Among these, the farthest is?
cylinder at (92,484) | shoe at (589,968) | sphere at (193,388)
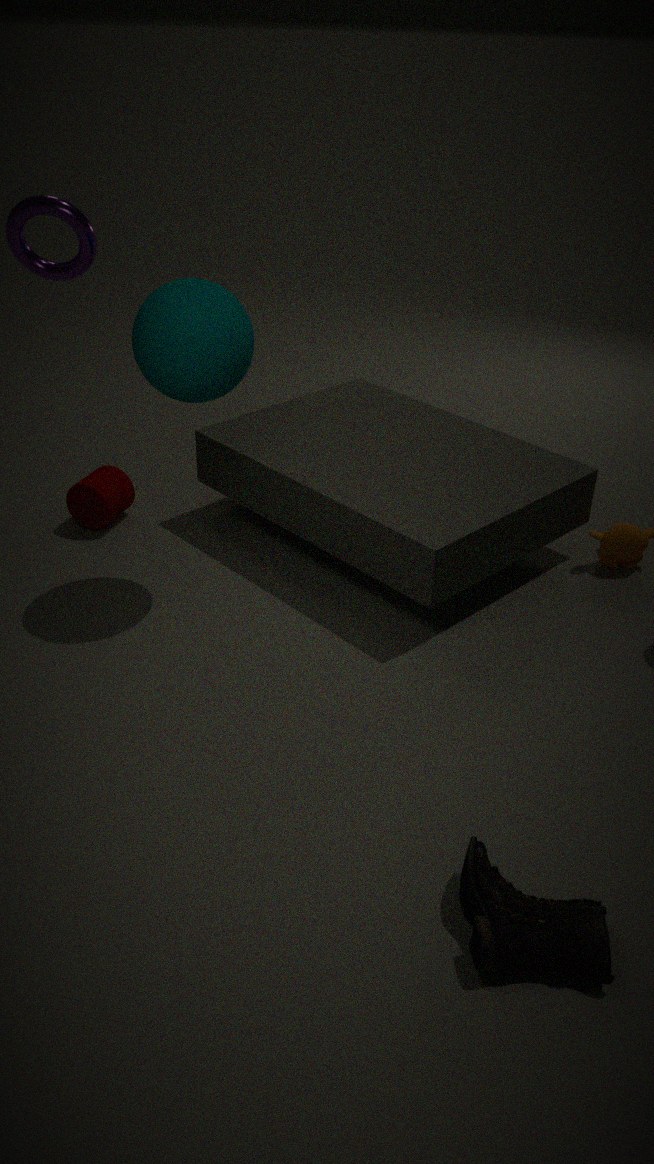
cylinder at (92,484)
